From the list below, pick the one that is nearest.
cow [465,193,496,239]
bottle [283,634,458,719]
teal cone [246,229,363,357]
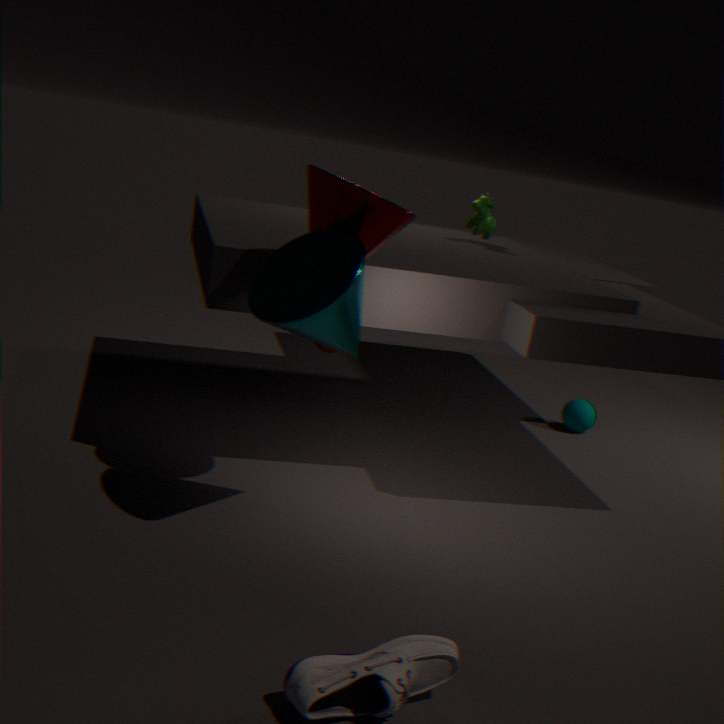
bottle [283,634,458,719]
